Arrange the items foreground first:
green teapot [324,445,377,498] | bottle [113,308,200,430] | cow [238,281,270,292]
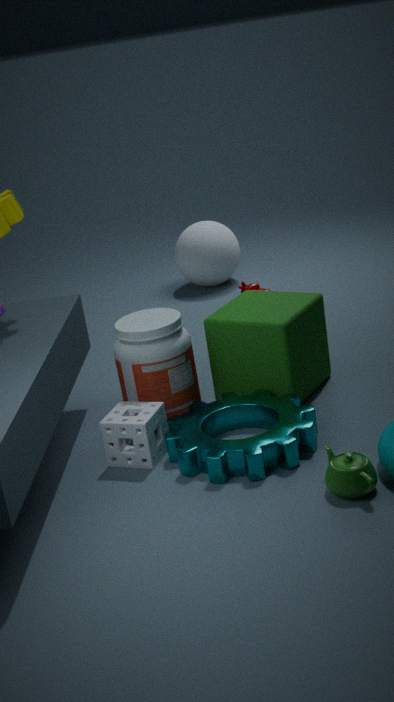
green teapot [324,445,377,498] → bottle [113,308,200,430] → cow [238,281,270,292]
